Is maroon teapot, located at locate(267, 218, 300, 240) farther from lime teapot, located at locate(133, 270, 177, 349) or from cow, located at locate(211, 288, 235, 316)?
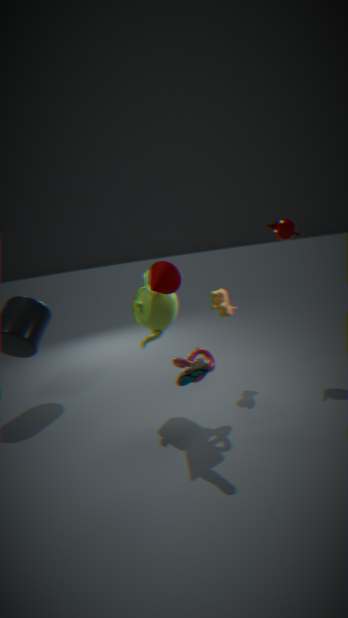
lime teapot, located at locate(133, 270, 177, 349)
